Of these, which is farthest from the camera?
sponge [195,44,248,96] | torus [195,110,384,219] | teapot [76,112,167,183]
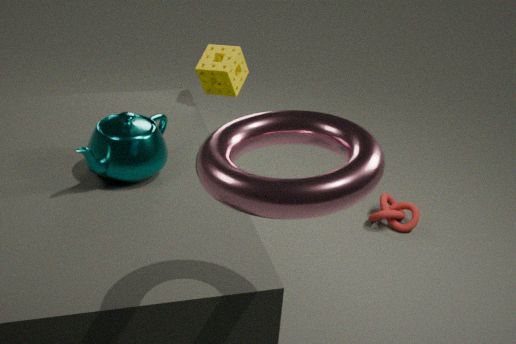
sponge [195,44,248,96]
